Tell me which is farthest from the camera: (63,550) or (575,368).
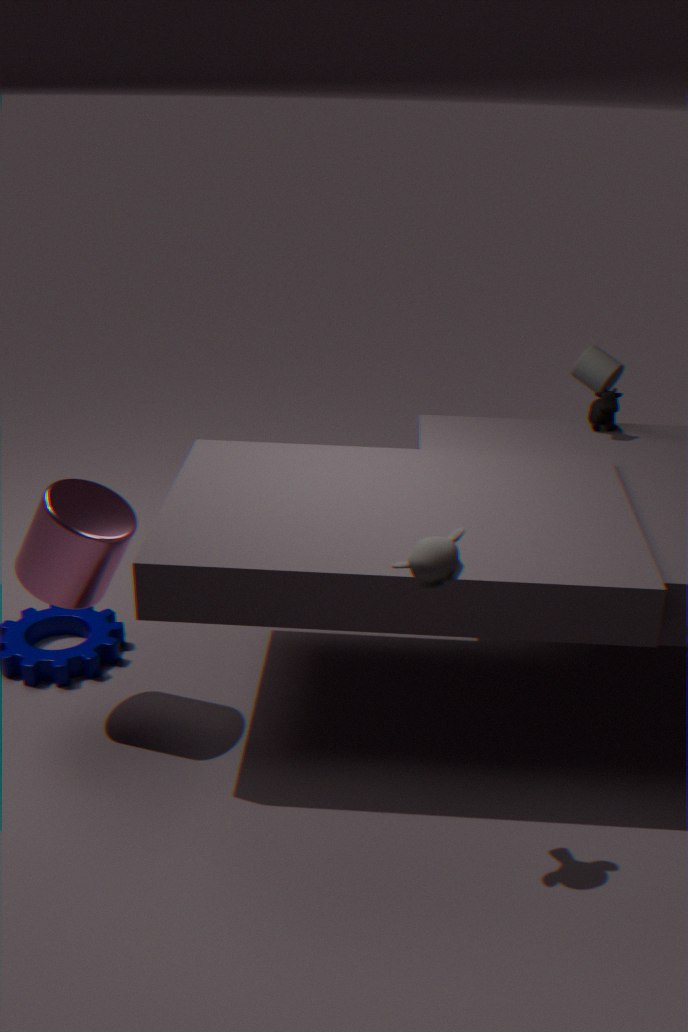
(575,368)
